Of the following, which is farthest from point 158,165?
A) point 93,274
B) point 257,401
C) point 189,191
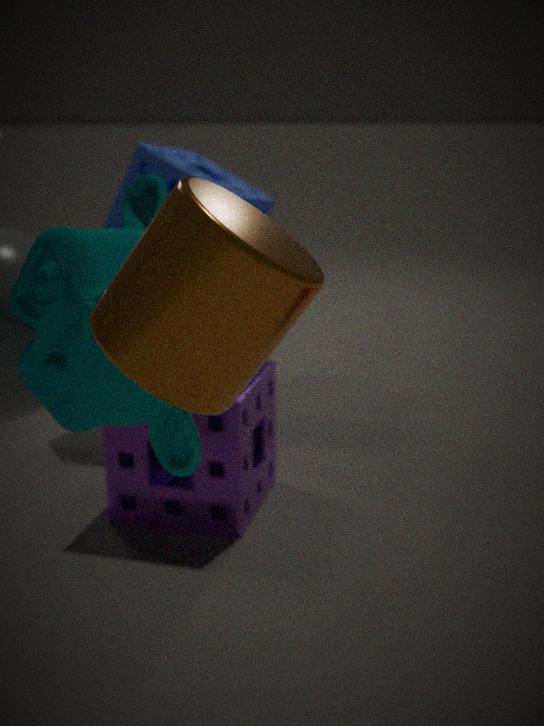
point 189,191
